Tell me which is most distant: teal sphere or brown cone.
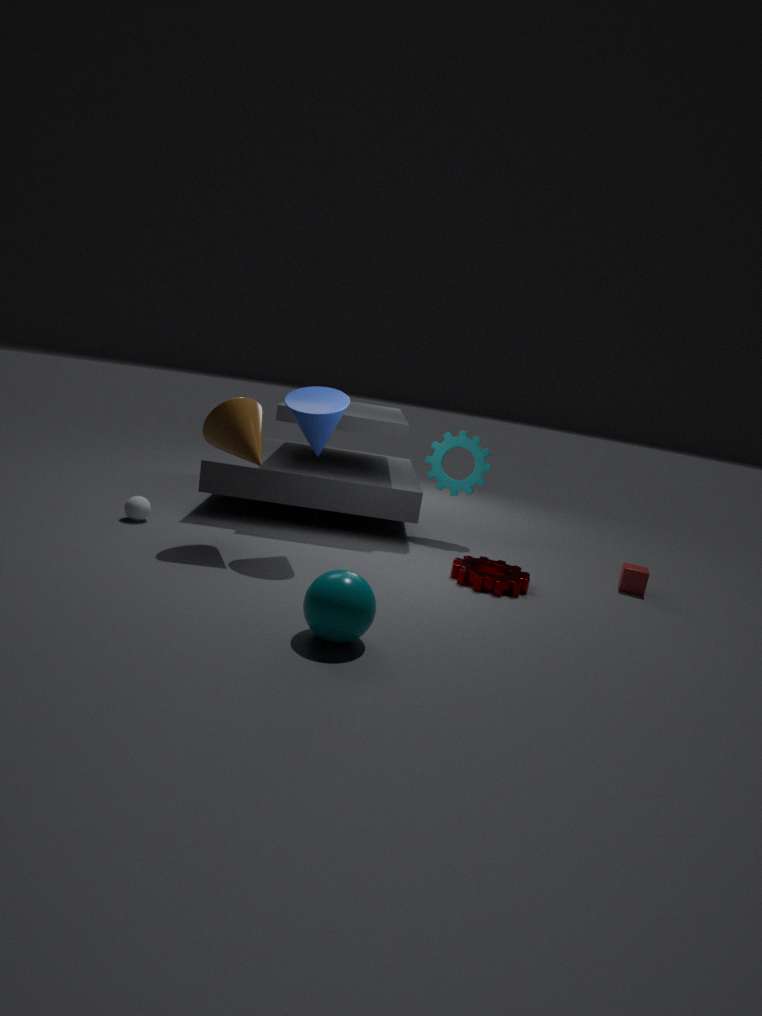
brown cone
